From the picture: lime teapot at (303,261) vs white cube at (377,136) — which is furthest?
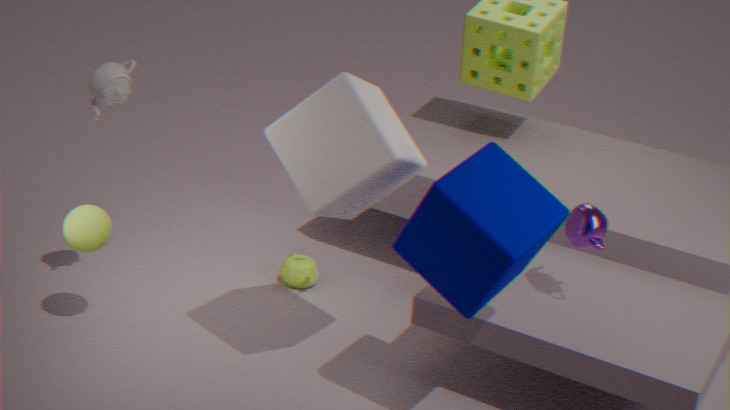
lime teapot at (303,261)
